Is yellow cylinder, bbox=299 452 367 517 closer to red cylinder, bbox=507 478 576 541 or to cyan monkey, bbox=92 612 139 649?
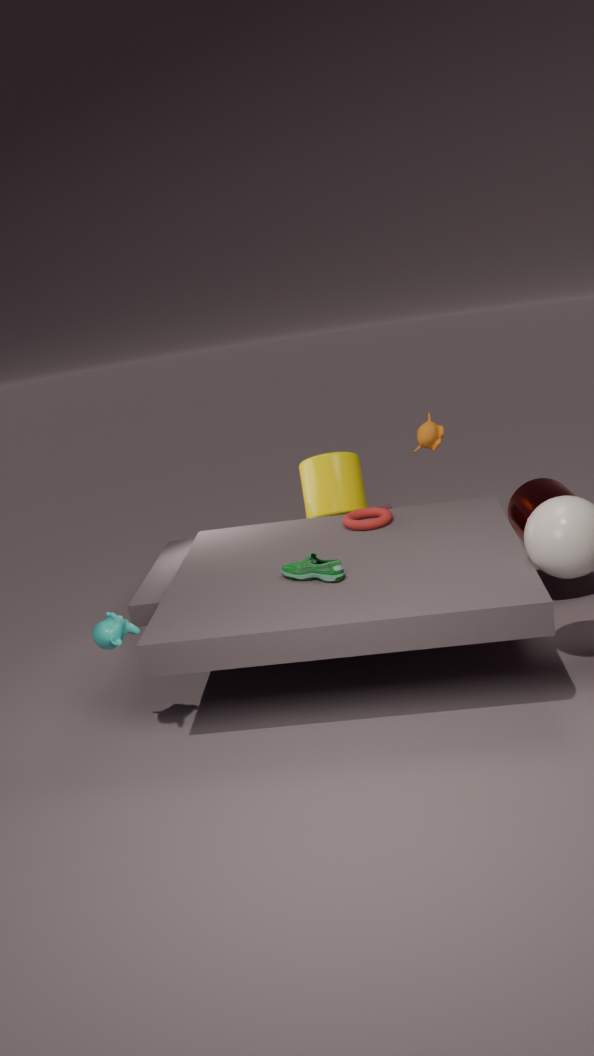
red cylinder, bbox=507 478 576 541
